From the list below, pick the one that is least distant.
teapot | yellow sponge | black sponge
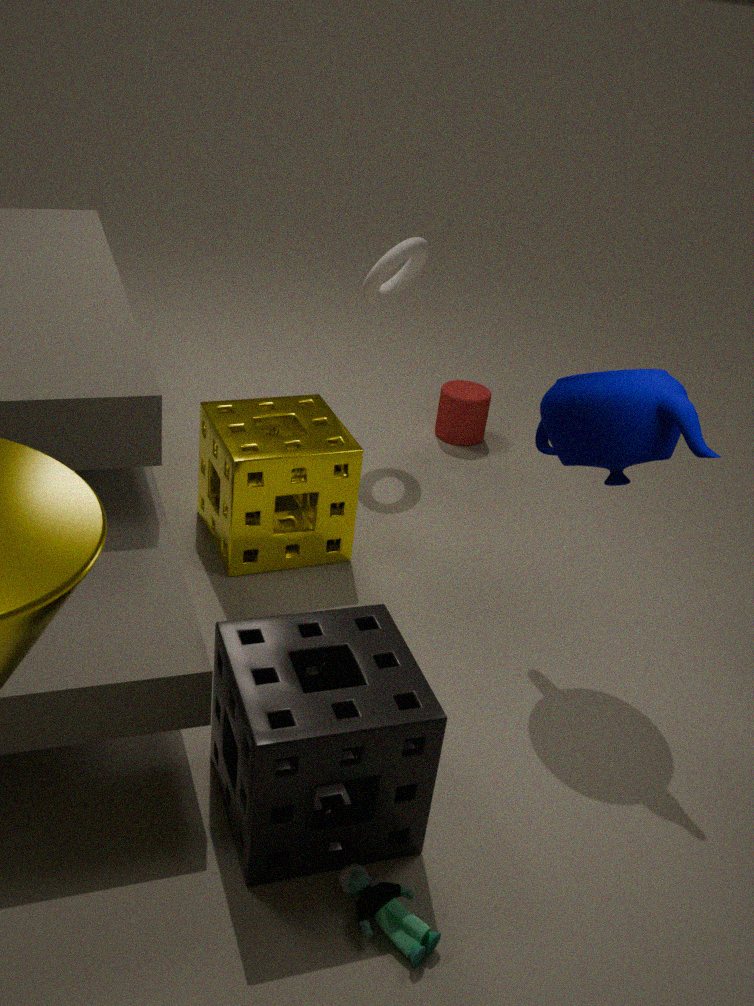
black sponge
